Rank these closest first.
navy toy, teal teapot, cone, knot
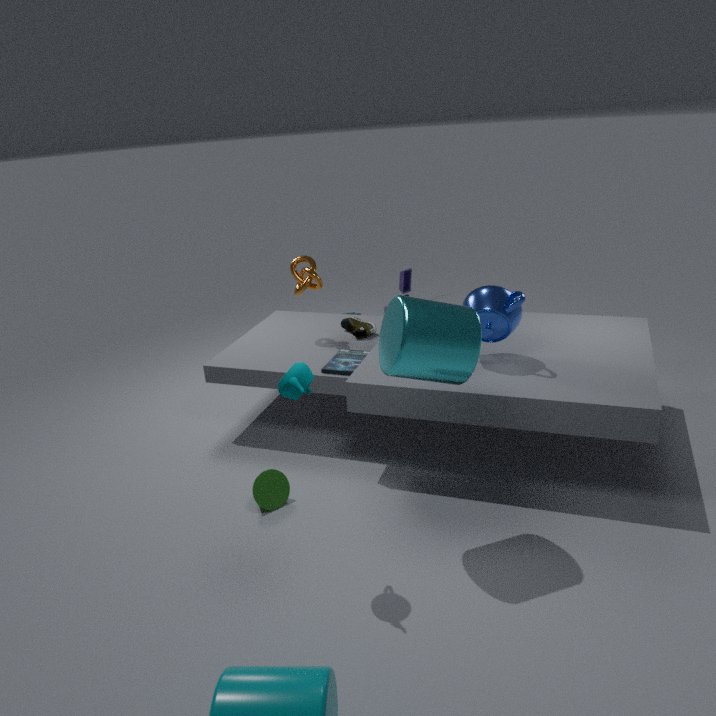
teal teapot → cone → knot → navy toy
